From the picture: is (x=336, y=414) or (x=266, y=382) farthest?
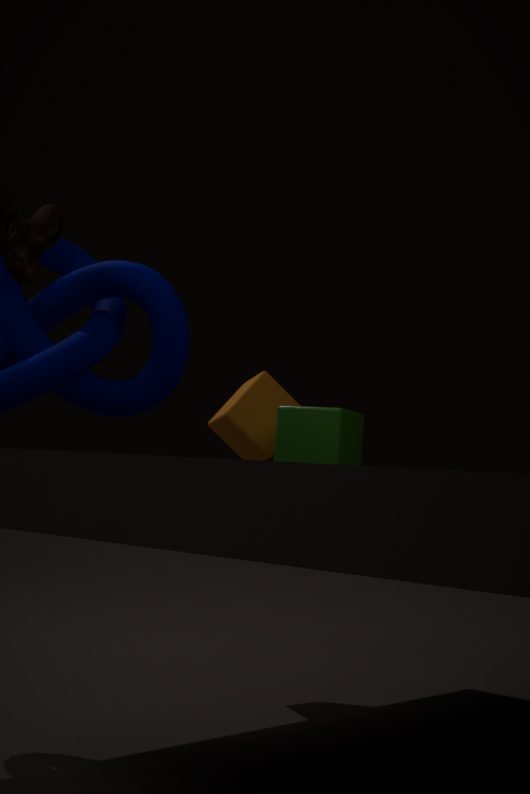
(x=266, y=382)
